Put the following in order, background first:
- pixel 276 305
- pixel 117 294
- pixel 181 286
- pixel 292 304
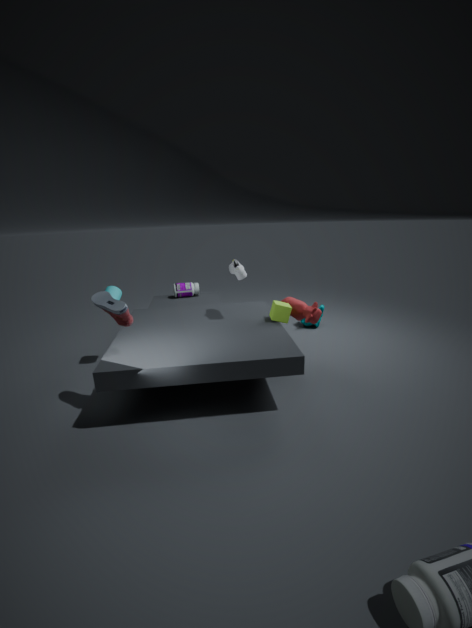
pixel 181 286
pixel 117 294
pixel 292 304
pixel 276 305
